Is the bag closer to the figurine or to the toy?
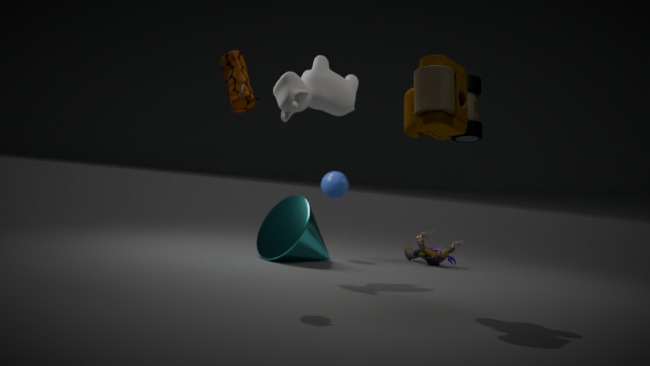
the toy
